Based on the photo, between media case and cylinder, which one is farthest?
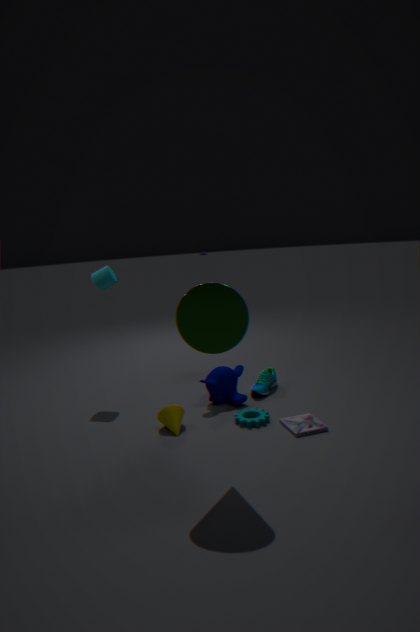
cylinder
